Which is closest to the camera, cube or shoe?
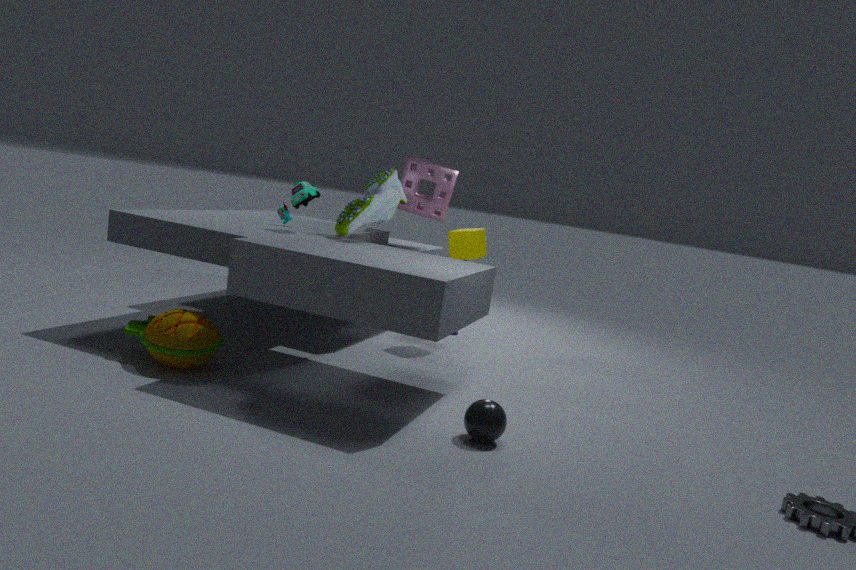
shoe
